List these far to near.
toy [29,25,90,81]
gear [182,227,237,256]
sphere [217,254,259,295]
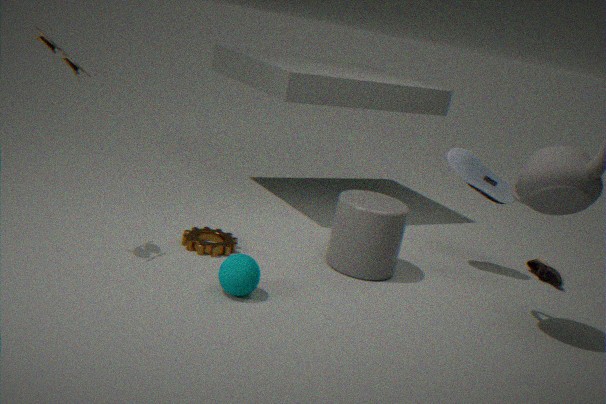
gear [182,227,237,256] → sphere [217,254,259,295] → toy [29,25,90,81]
